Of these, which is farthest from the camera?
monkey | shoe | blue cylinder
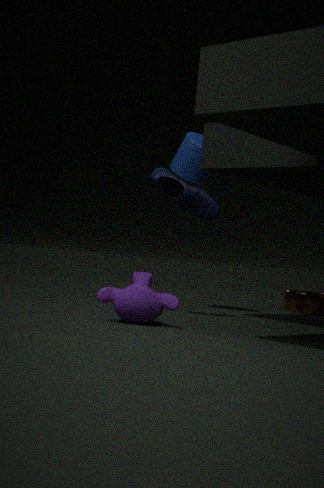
blue cylinder
